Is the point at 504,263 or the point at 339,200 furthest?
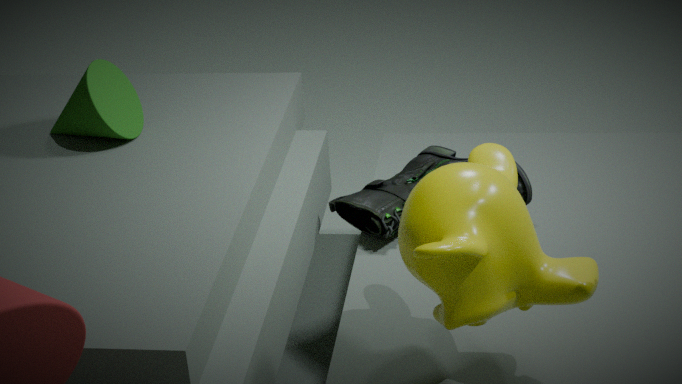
the point at 339,200
